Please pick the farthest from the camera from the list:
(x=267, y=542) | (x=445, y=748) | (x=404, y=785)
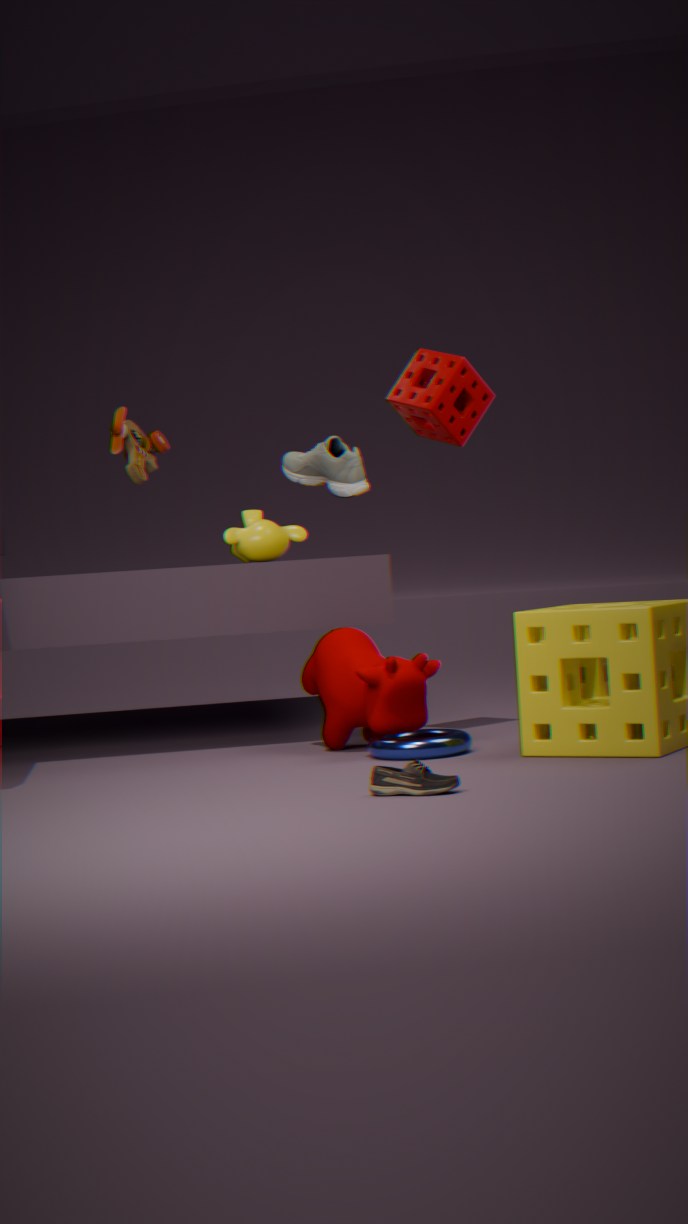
(x=267, y=542)
